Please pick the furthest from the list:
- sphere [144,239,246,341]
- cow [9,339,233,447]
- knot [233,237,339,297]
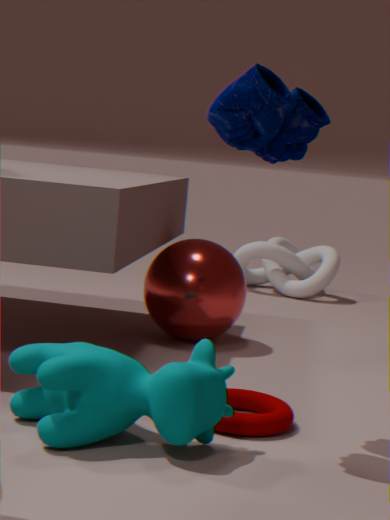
knot [233,237,339,297]
